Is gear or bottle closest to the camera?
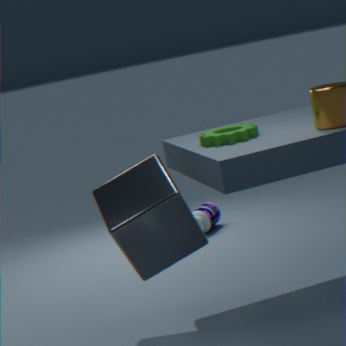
gear
